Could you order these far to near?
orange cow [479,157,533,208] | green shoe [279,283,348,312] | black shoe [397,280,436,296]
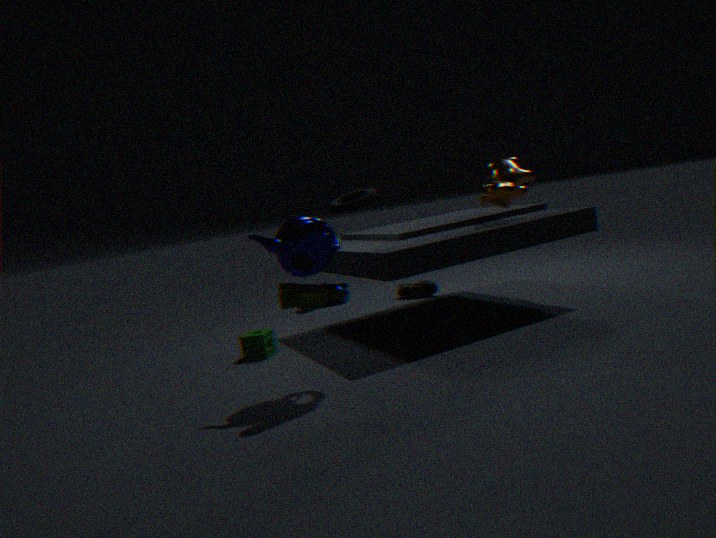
black shoe [397,280,436,296] → orange cow [479,157,533,208] → green shoe [279,283,348,312]
